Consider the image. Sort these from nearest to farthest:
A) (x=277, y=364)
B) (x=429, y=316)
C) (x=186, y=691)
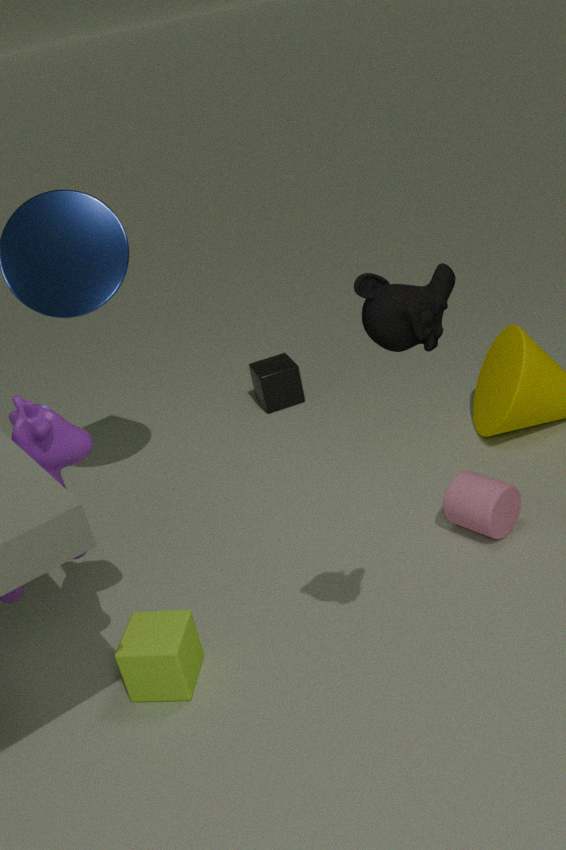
(x=429, y=316), (x=186, y=691), (x=277, y=364)
